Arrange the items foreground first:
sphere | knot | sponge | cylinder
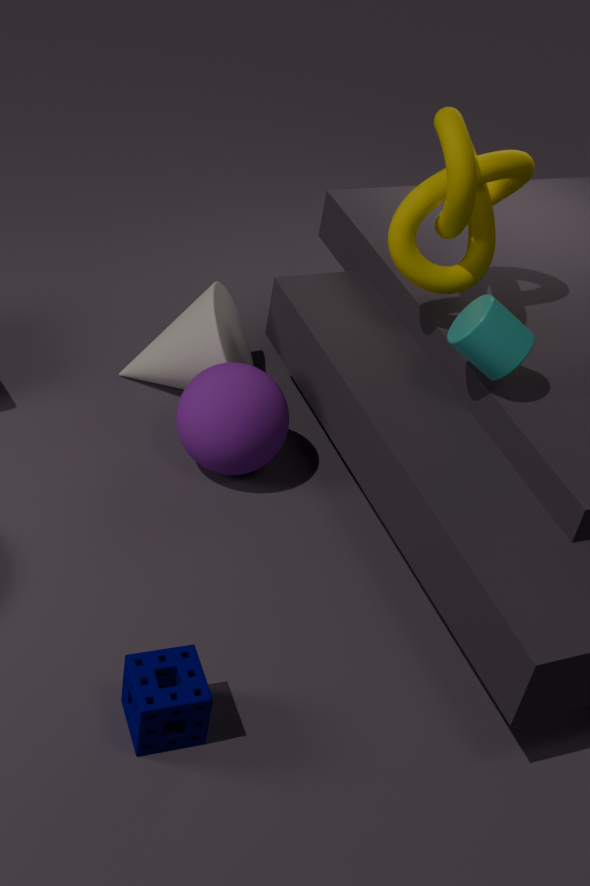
sponge
cylinder
knot
sphere
